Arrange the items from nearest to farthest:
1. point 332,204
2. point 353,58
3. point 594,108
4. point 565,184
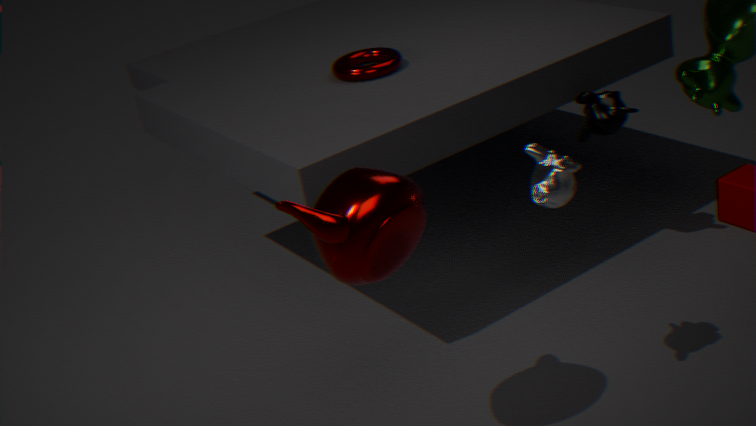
1. point 332,204
2. point 565,184
3. point 594,108
4. point 353,58
